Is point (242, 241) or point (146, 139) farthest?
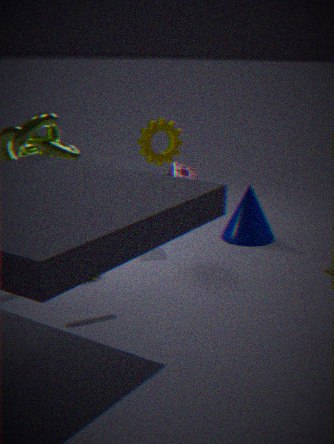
point (242, 241)
